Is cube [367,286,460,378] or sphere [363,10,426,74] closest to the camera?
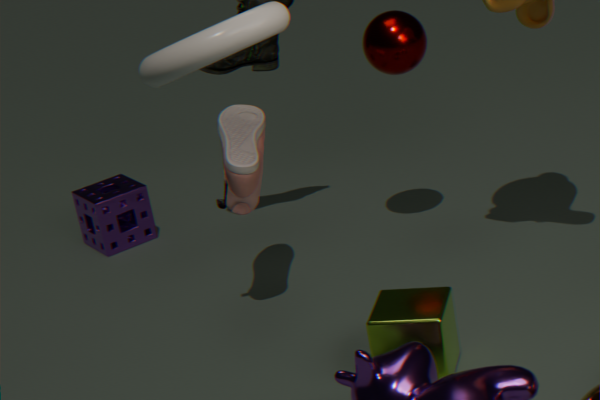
cube [367,286,460,378]
